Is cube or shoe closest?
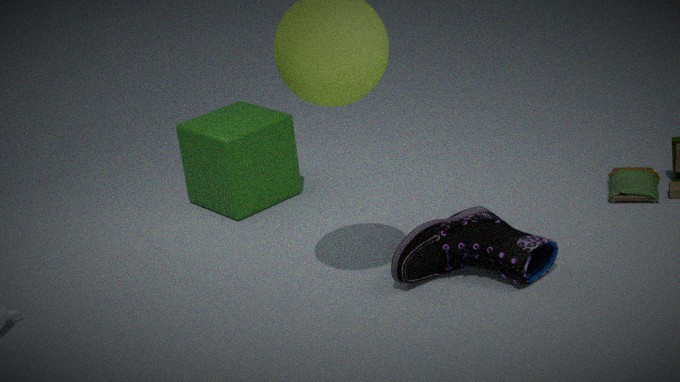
shoe
